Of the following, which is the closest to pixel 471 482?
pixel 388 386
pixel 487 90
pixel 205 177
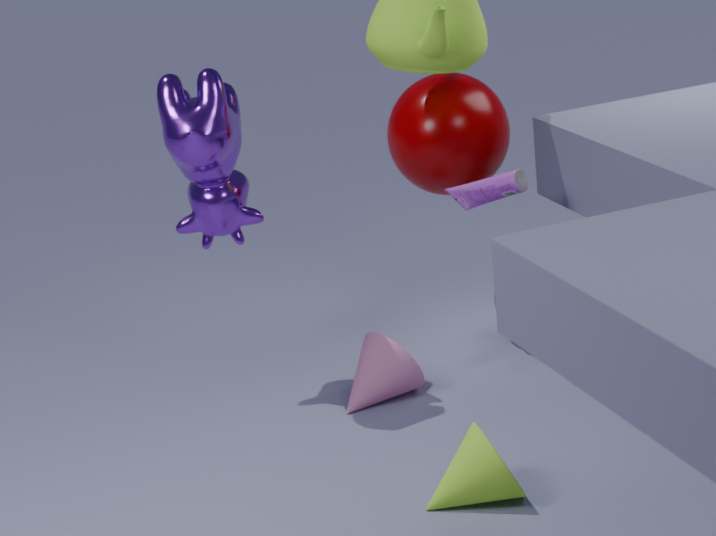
pixel 388 386
